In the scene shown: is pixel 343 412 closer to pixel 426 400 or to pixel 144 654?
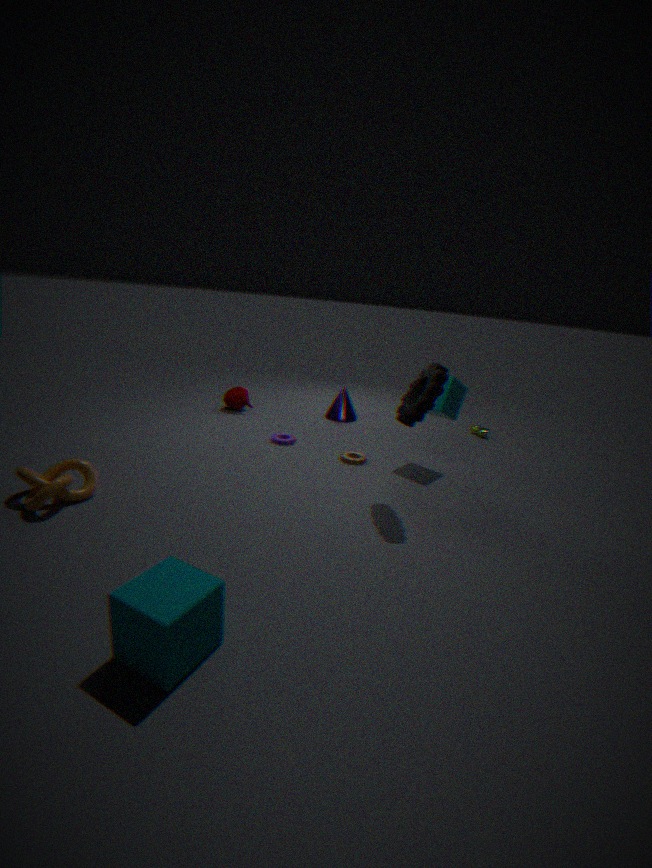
pixel 426 400
